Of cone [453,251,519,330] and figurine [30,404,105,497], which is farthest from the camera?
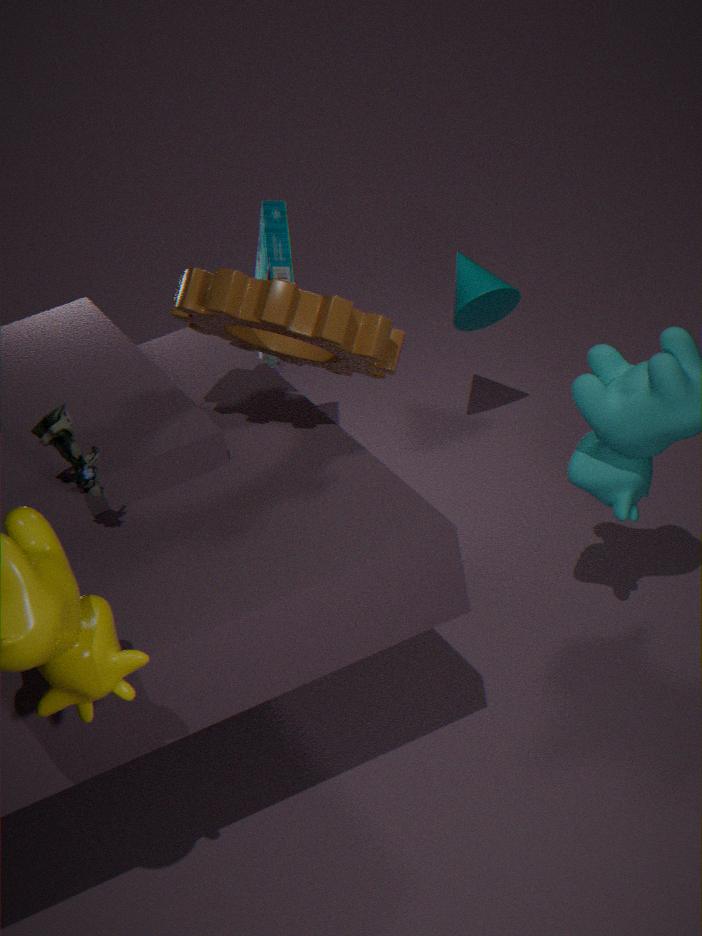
cone [453,251,519,330]
